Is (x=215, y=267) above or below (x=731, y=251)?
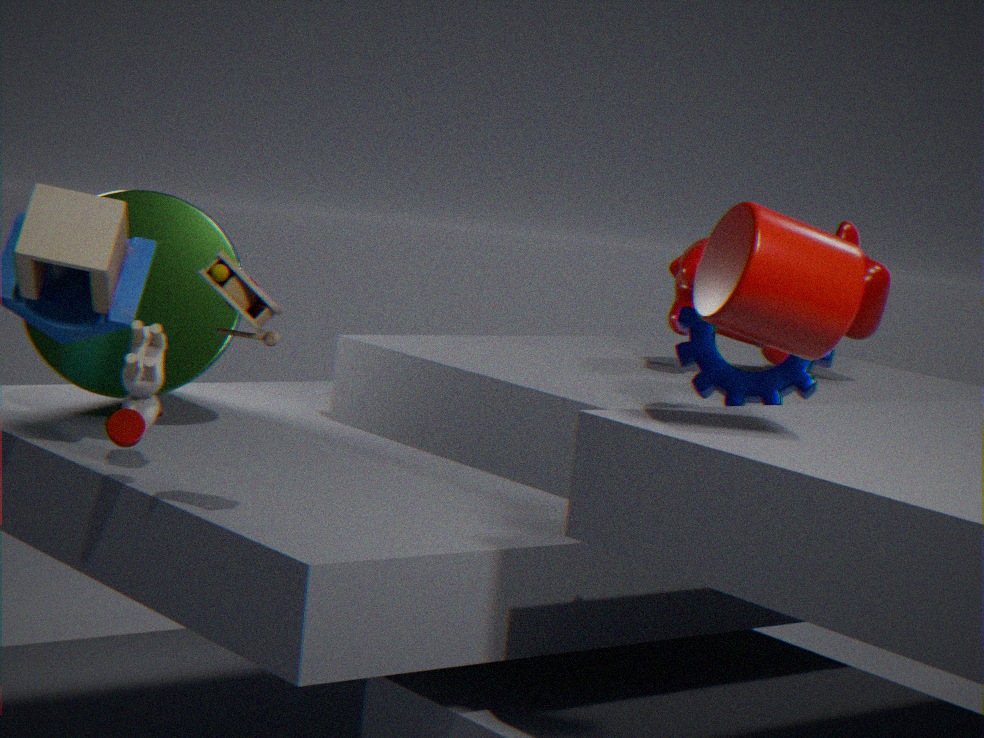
below
